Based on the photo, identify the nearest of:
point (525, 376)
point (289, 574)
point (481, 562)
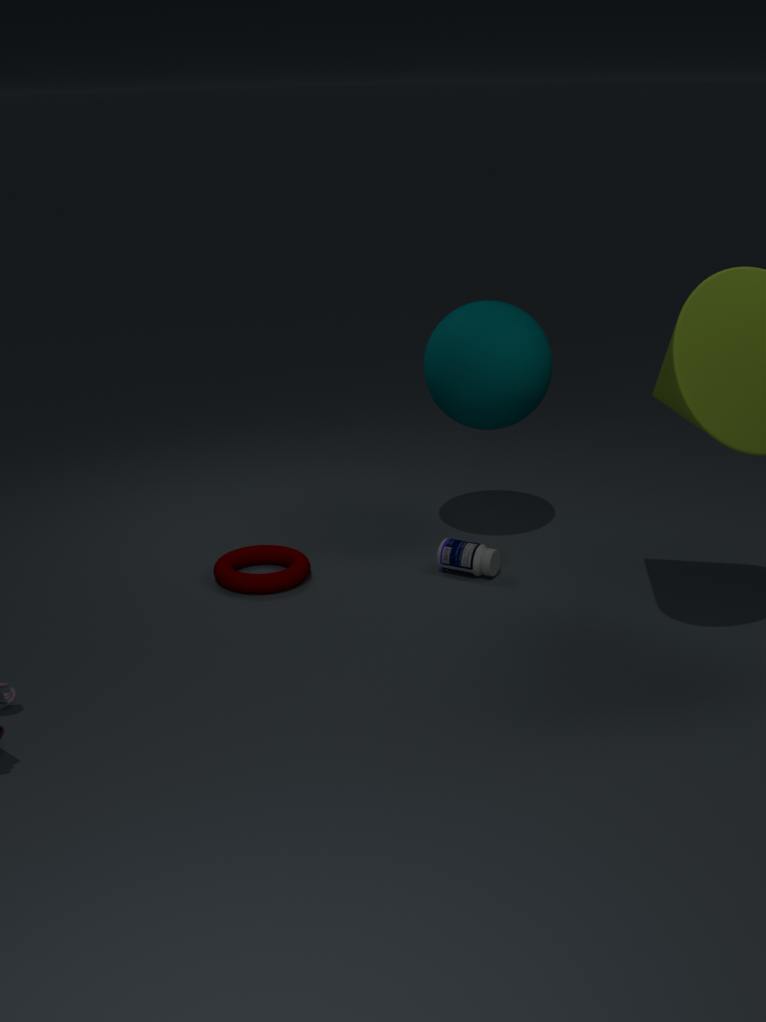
point (525, 376)
